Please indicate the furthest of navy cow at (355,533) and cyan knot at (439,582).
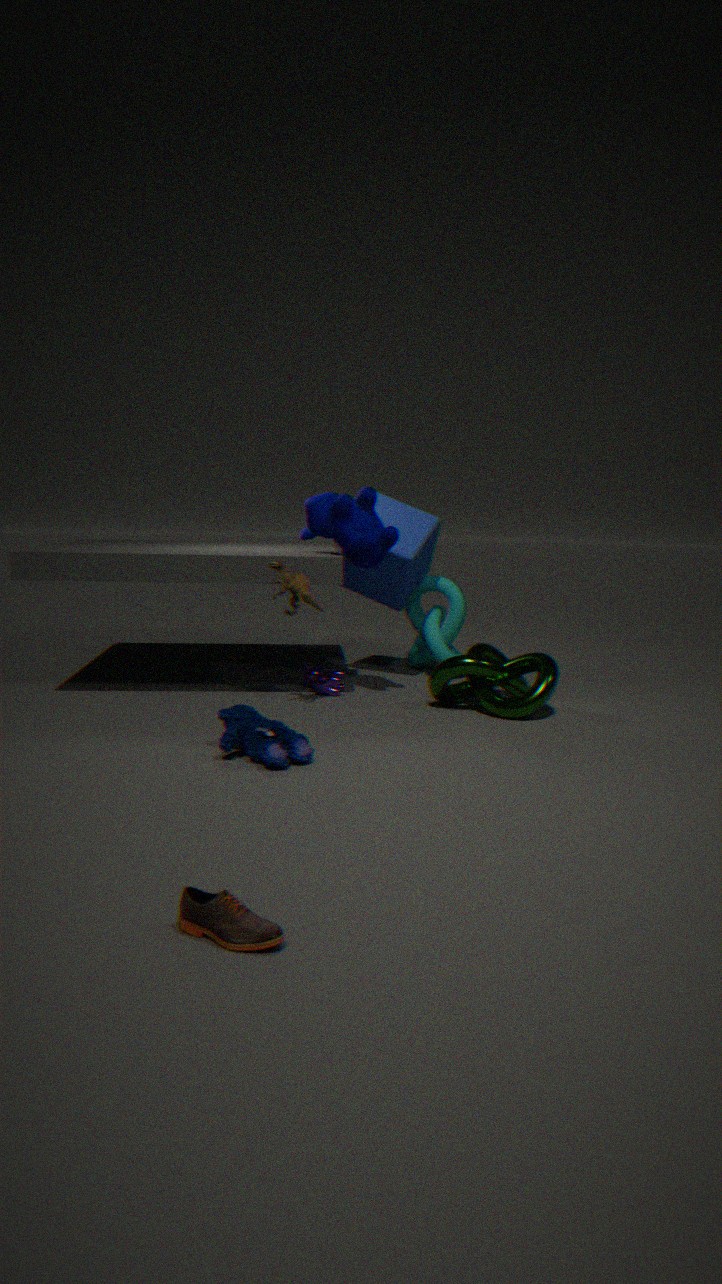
cyan knot at (439,582)
